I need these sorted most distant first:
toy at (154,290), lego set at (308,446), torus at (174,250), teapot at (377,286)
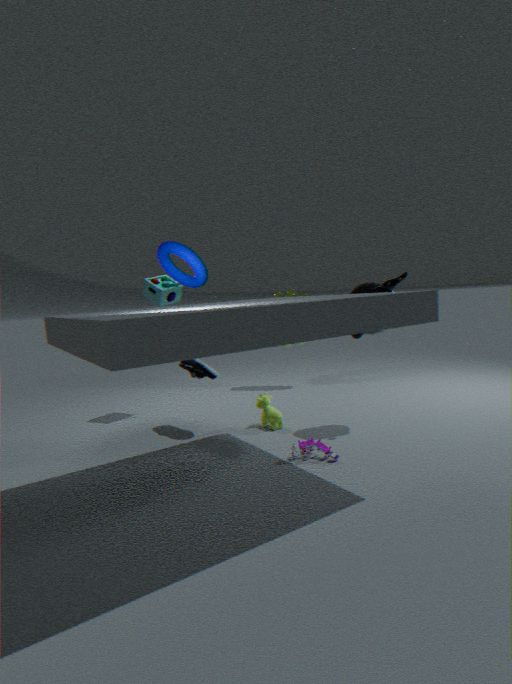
toy at (154,290), teapot at (377,286), lego set at (308,446), torus at (174,250)
